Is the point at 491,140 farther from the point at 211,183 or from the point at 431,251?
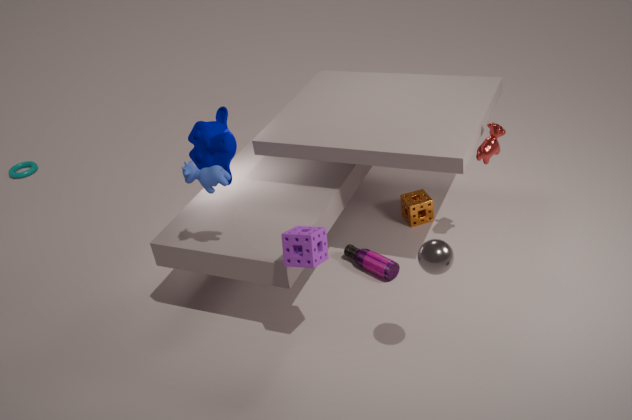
the point at 211,183
